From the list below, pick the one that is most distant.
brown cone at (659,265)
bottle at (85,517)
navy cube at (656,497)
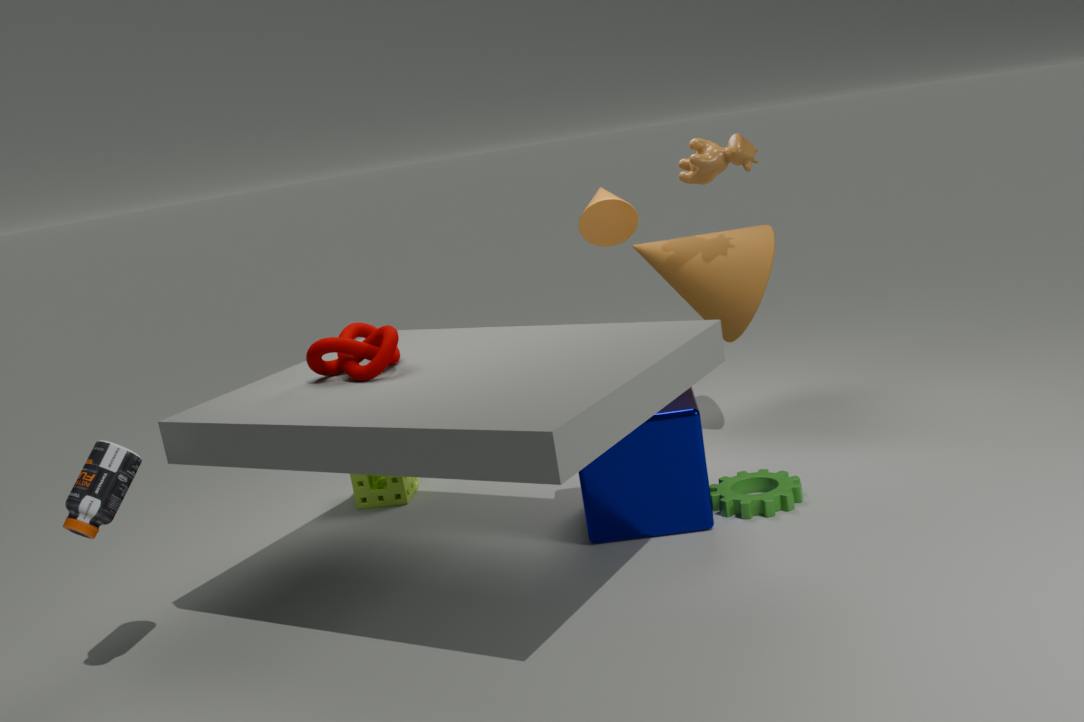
brown cone at (659,265)
